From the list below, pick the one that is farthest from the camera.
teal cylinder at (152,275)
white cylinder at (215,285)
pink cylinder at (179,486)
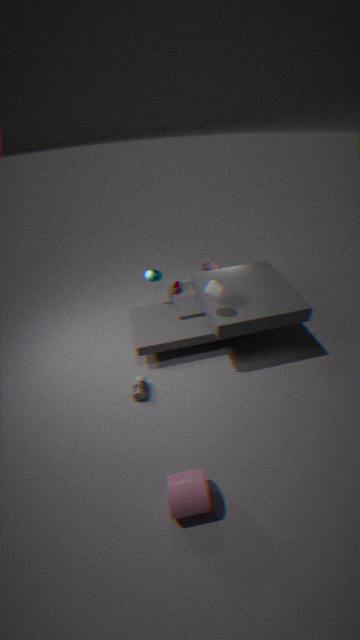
teal cylinder at (152,275)
